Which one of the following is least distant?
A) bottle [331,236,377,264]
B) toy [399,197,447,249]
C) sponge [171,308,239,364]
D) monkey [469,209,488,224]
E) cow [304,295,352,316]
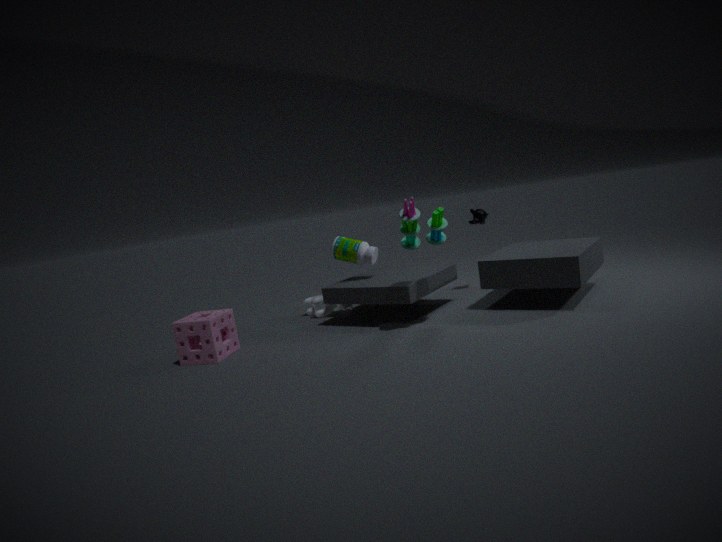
toy [399,197,447,249]
